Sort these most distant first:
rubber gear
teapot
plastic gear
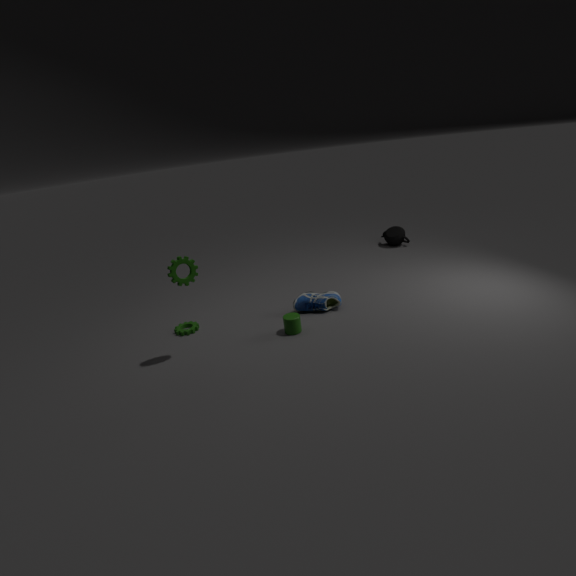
teapot
plastic gear
rubber gear
